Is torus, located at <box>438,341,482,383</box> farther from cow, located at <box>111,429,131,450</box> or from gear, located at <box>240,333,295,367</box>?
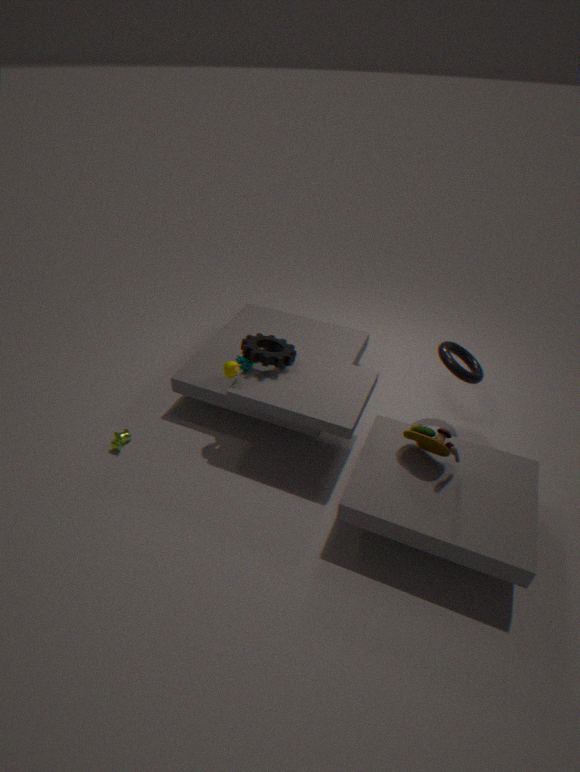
cow, located at <box>111,429,131,450</box>
